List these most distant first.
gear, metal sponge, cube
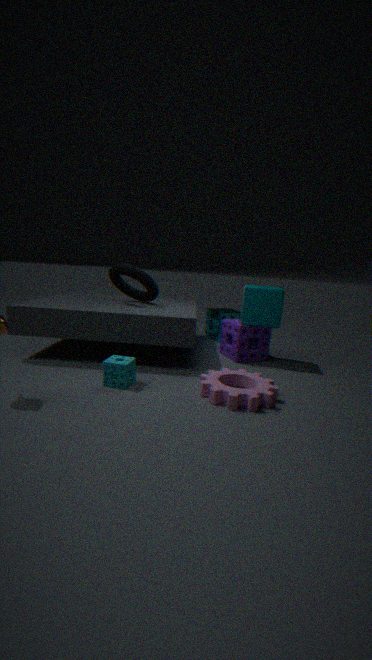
metal sponge
cube
gear
